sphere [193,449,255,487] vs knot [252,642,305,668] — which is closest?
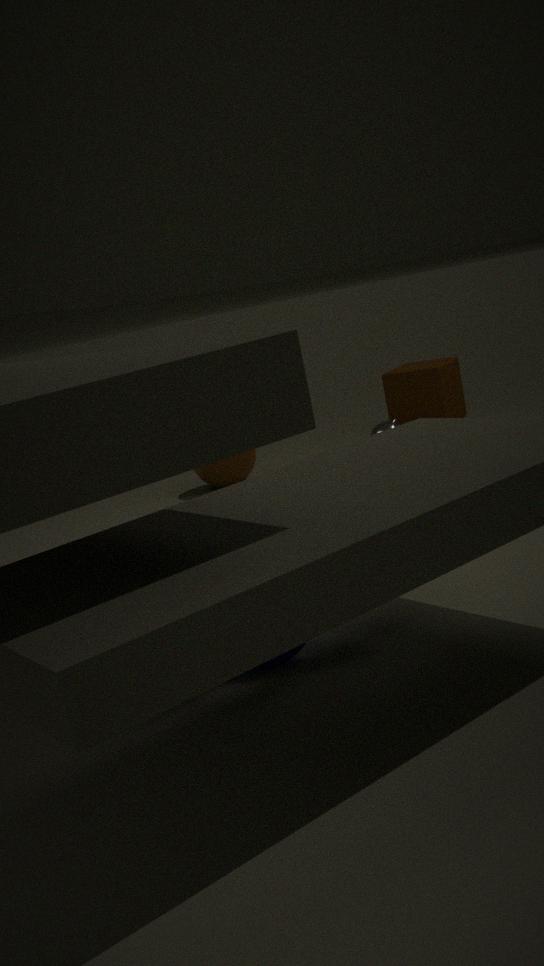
knot [252,642,305,668]
